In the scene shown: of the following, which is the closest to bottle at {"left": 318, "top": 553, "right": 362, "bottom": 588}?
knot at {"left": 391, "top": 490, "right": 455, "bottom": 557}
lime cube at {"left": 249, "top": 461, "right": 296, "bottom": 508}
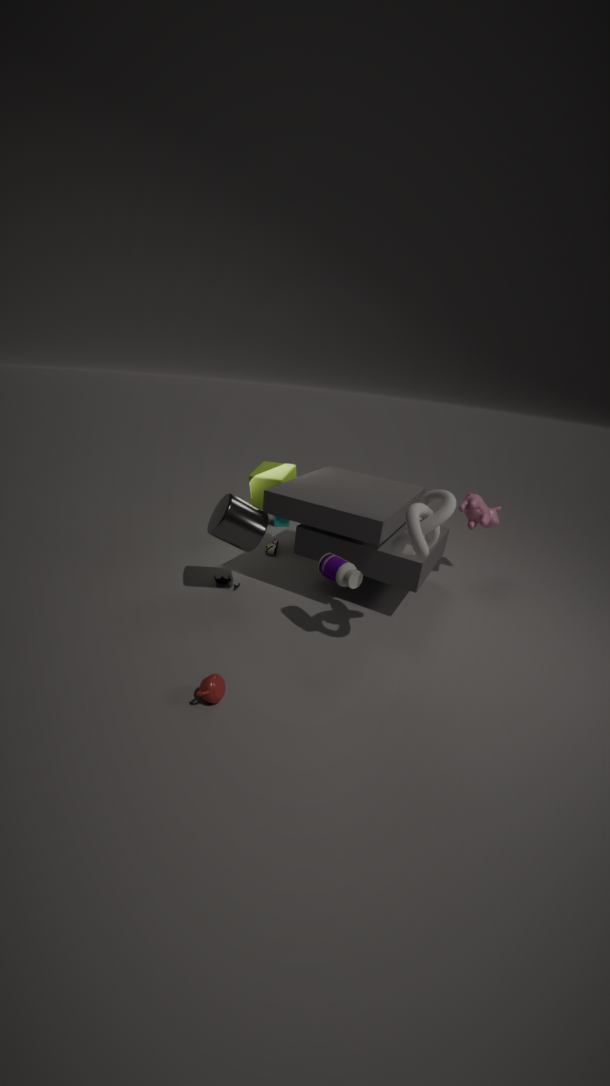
knot at {"left": 391, "top": 490, "right": 455, "bottom": 557}
